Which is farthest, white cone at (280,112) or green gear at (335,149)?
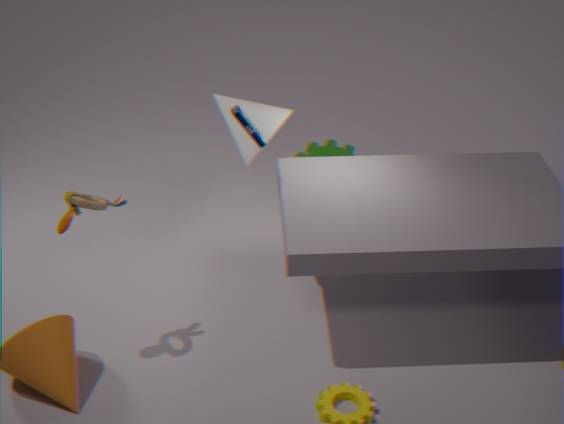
green gear at (335,149)
